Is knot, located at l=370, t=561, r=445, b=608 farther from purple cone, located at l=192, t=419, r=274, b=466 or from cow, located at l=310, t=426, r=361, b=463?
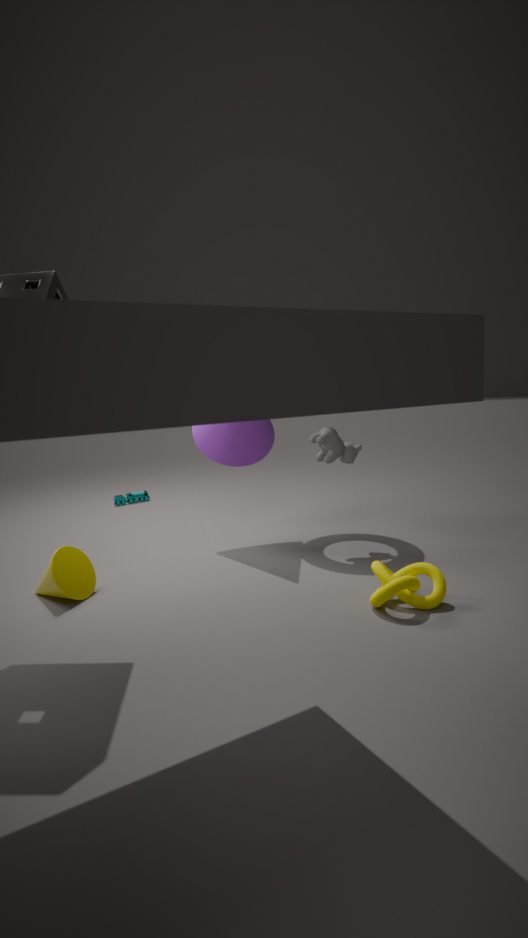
purple cone, located at l=192, t=419, r=274, b=466
